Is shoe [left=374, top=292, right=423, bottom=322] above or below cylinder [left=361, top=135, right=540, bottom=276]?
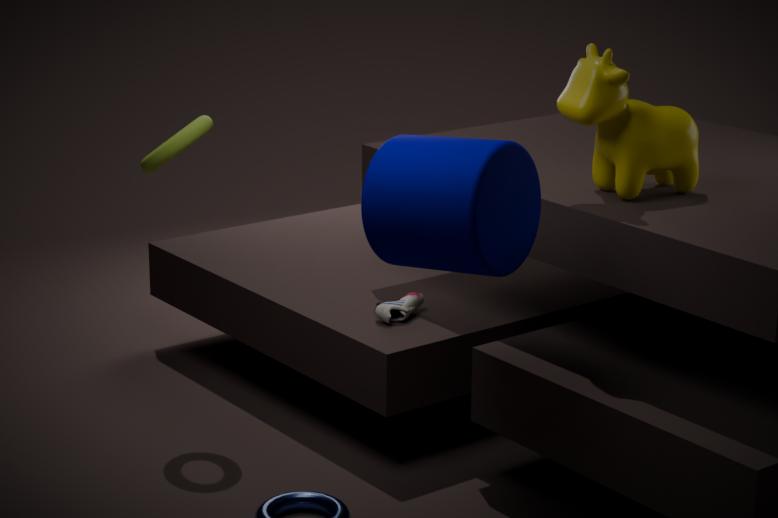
below
